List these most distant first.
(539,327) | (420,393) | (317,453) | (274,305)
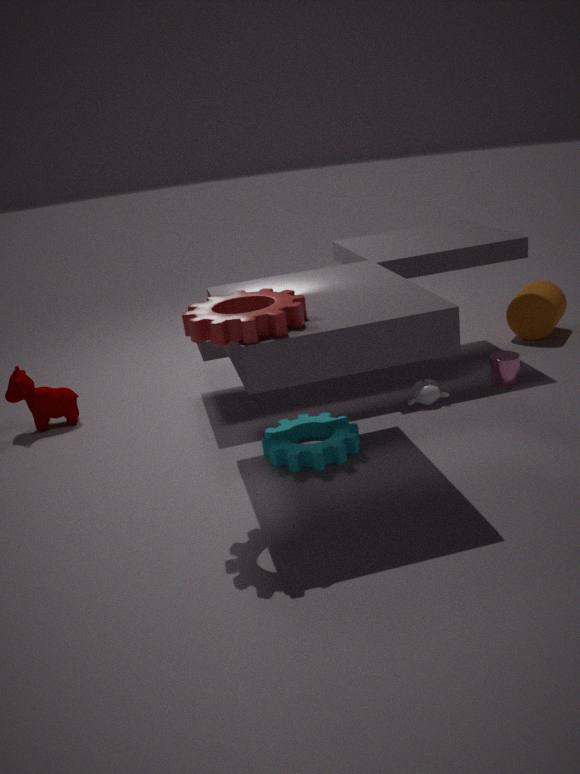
(539,327), (420,393), (317,453), (274,305)
